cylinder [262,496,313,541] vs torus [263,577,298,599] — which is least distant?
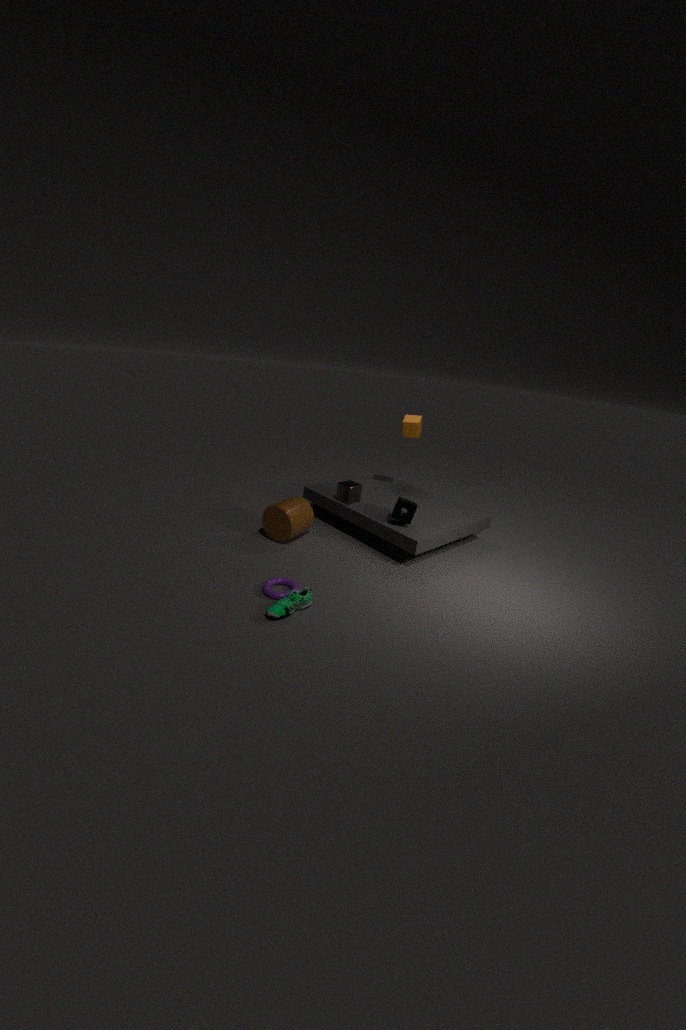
torus [263,577,298,599]
